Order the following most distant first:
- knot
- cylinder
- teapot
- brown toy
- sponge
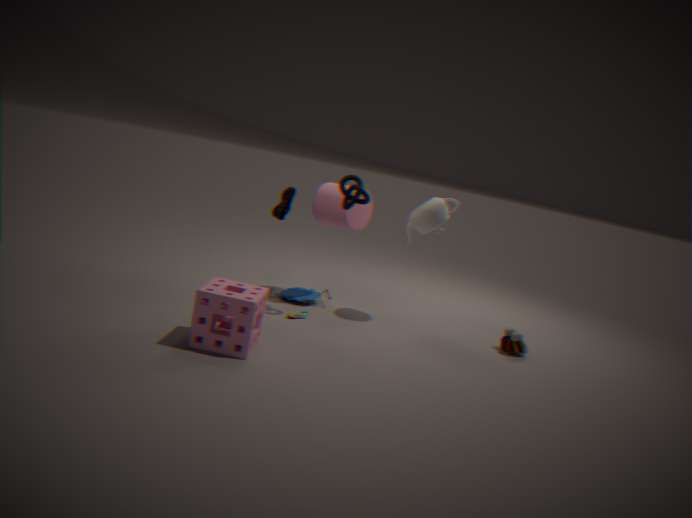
cylinder, teapot, brown toy, knot, sponge
